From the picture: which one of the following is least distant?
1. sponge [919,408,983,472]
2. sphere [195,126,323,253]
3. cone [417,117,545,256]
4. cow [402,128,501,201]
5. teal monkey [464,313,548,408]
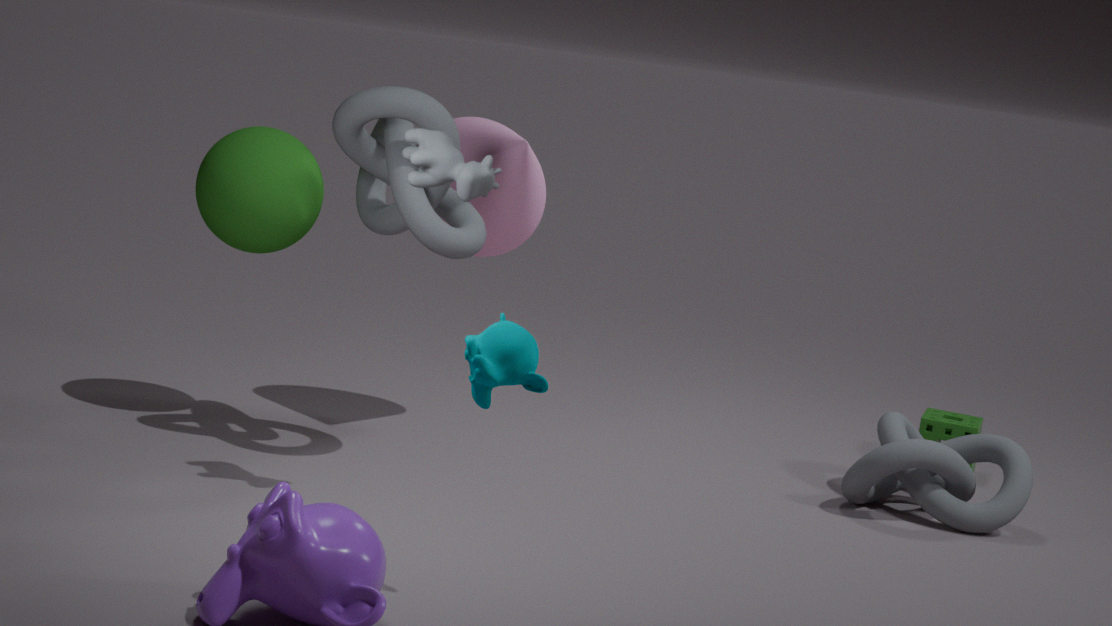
teal monkey [464,313,548,408]
